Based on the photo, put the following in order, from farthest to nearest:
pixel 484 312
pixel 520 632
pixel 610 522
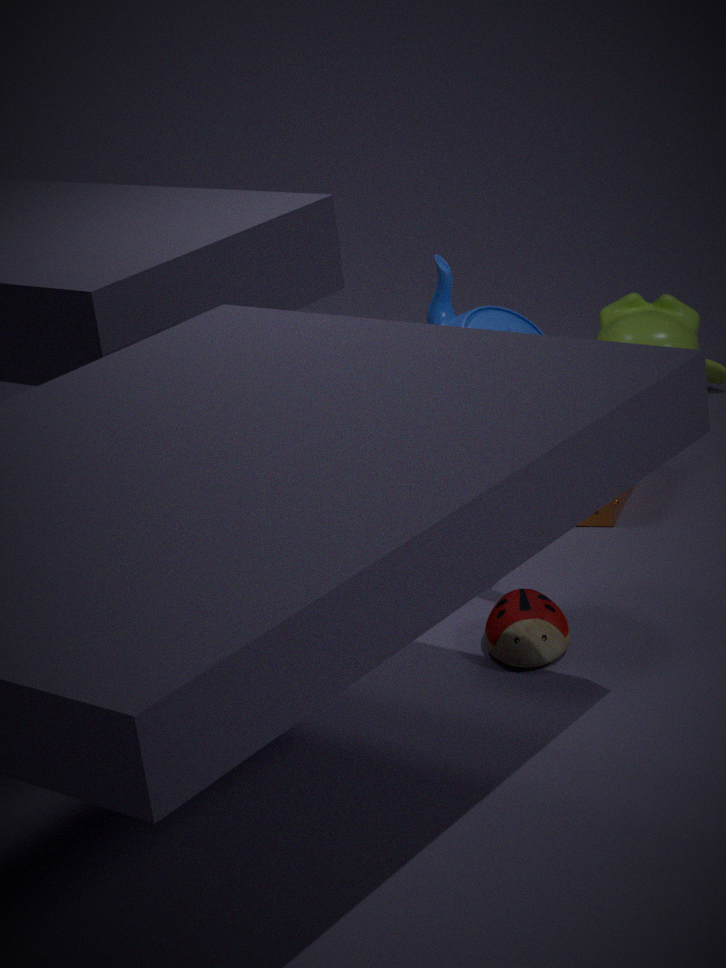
1. pixel 610 522
2. pixel 484 312
3. pixel 520 632
